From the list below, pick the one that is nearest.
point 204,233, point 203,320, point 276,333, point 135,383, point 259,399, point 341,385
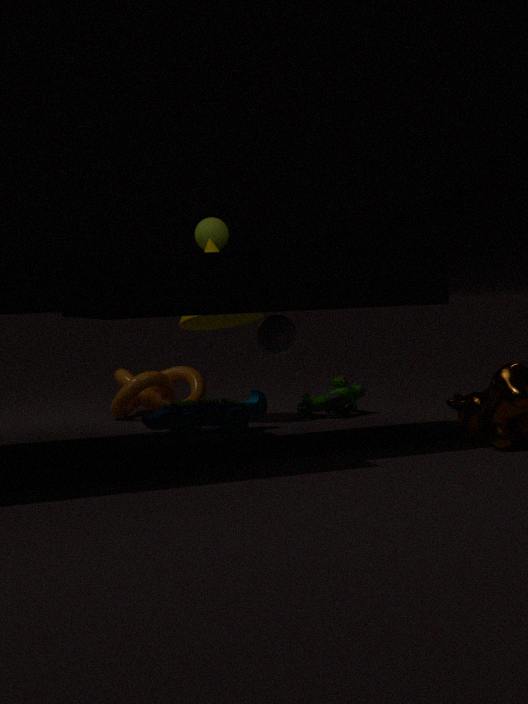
point 276,333
